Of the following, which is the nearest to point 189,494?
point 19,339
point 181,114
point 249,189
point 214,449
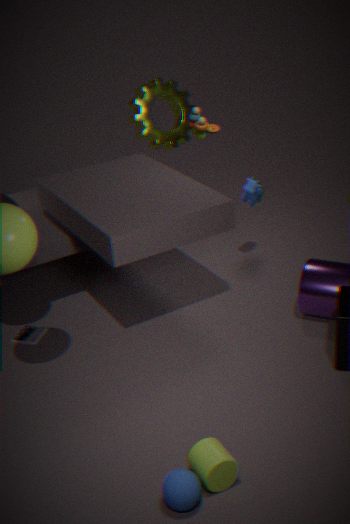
point 214,449
